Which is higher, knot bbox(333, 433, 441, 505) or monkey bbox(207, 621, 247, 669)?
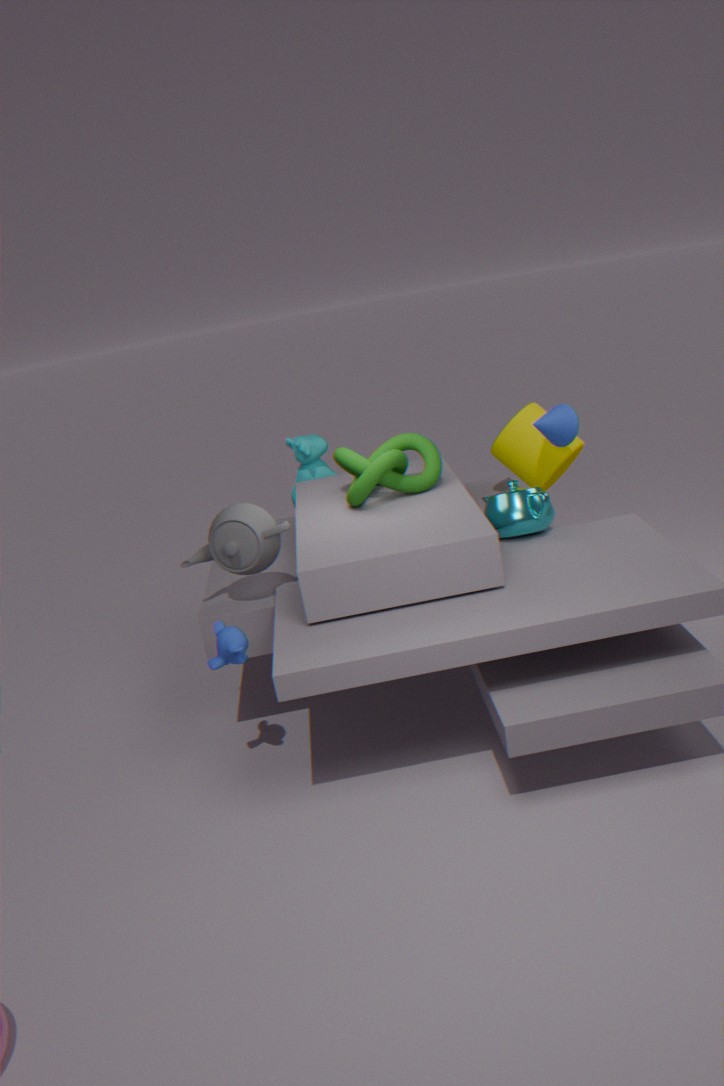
knot bbox(333, 433, 441, 505)
